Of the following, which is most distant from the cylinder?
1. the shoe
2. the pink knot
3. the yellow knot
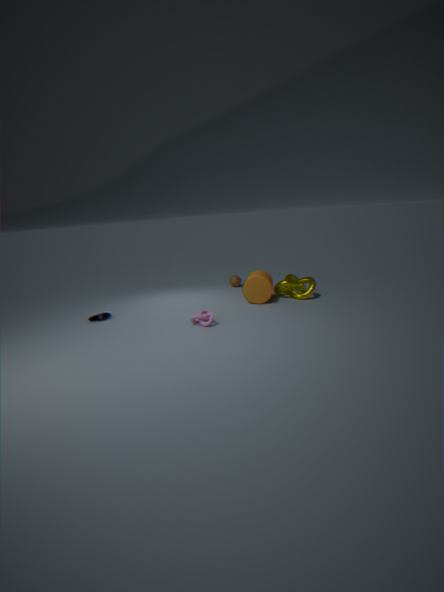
the shoe
